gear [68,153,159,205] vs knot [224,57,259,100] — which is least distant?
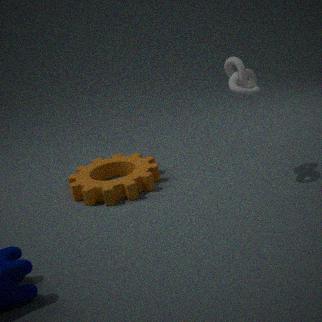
knot [224,57,259,100]
